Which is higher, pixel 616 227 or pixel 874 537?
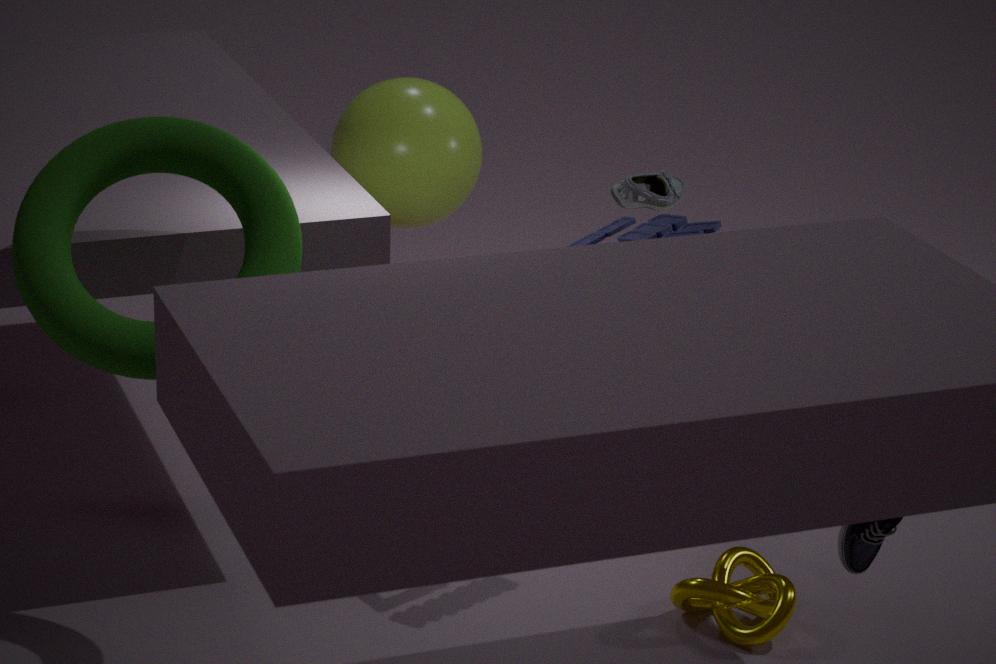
pixel 616 227
